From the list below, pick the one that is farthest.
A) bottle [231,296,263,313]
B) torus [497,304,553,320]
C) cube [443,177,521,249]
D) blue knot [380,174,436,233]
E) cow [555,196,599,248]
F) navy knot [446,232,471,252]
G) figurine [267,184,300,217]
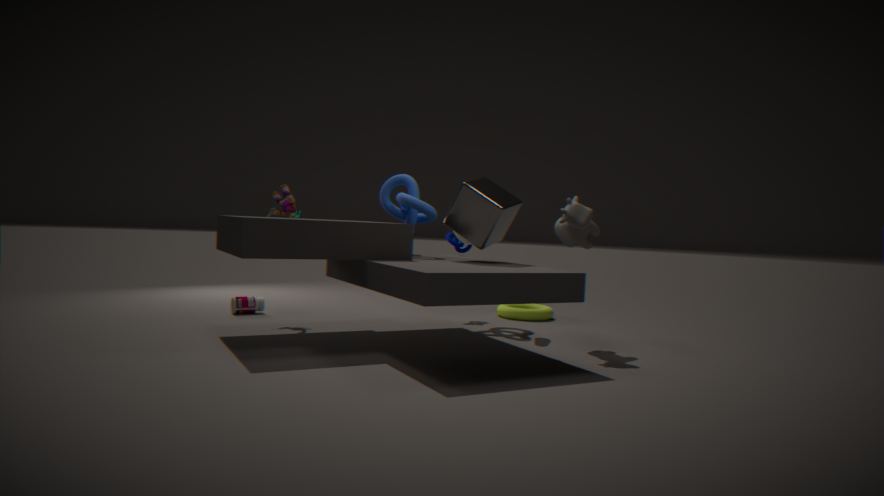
torus [497,304,553,320]
